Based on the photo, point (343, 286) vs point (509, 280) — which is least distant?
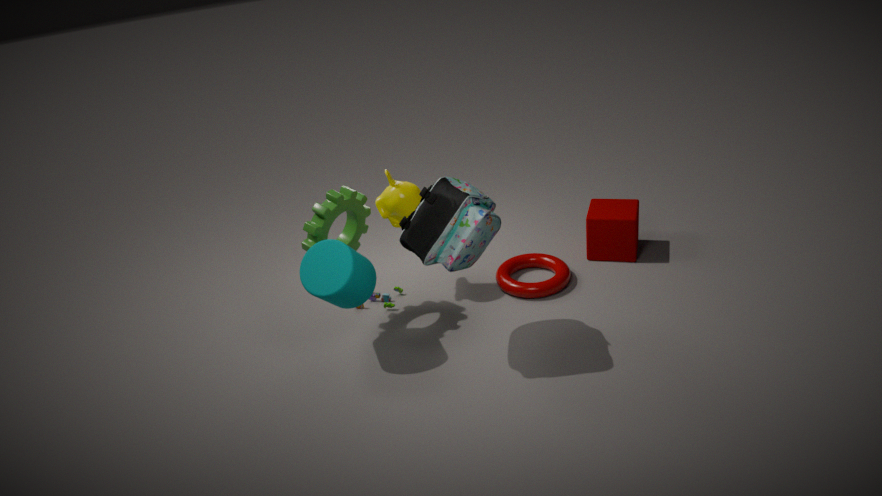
point (343, 286)
